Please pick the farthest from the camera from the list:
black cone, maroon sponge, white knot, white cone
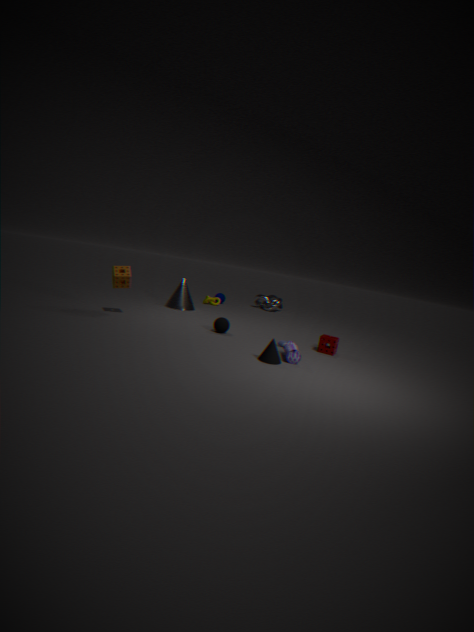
white knot
